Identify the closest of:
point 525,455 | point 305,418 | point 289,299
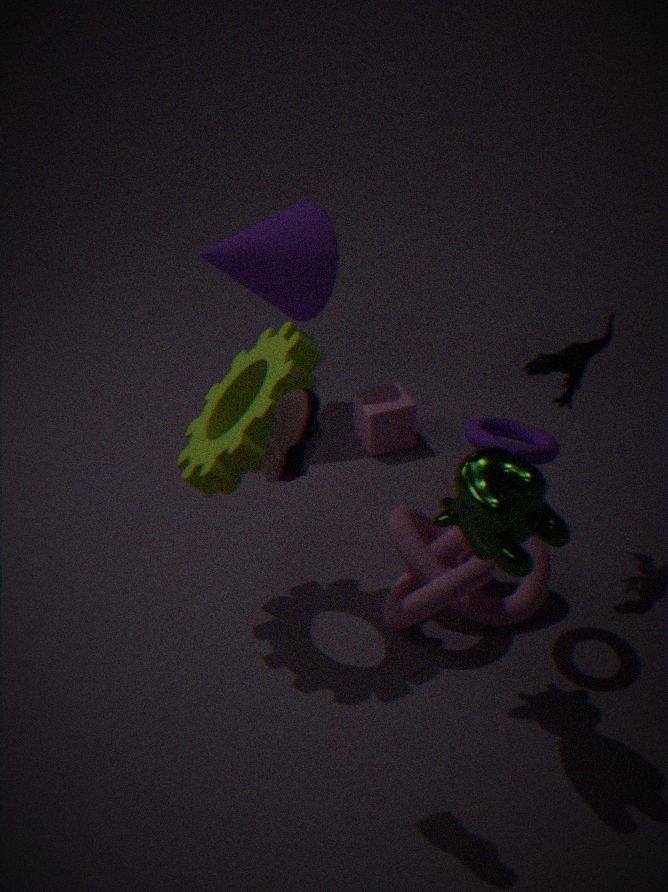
point 305,418
